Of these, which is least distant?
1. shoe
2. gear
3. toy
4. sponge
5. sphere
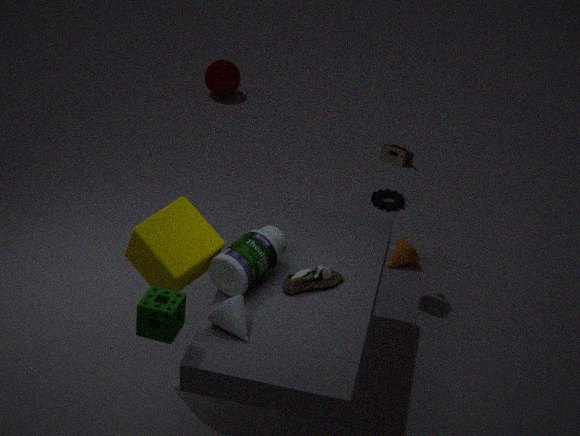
sponge
